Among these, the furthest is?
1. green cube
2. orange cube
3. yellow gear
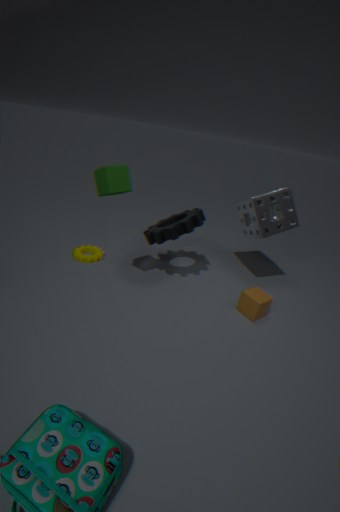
yellow gear
